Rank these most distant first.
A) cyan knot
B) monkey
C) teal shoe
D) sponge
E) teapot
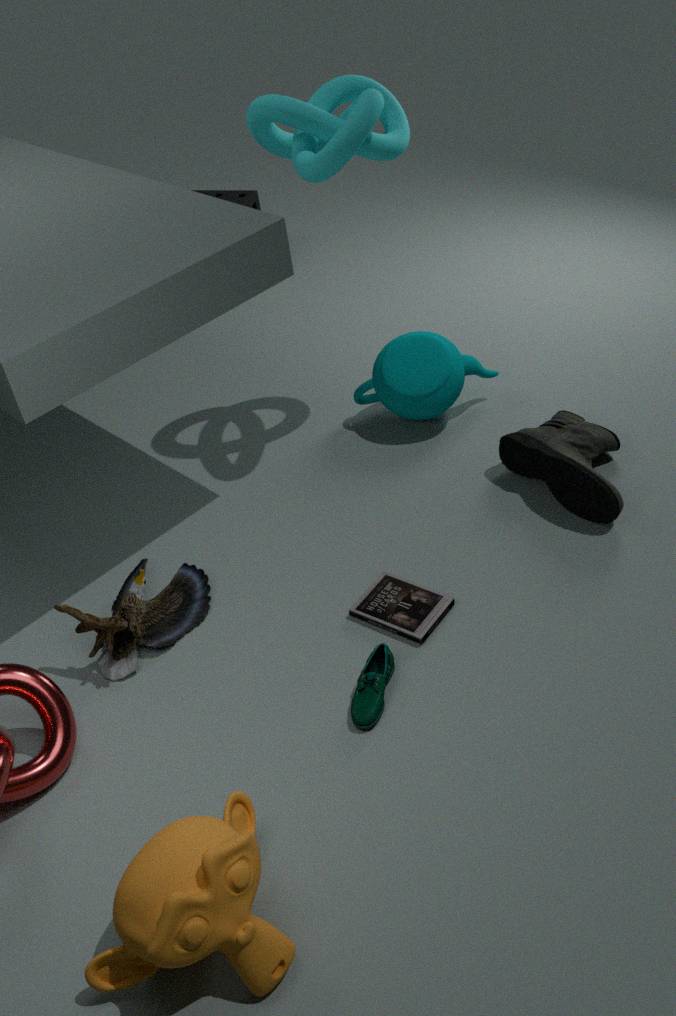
sponge → teapot → cyan knot → teal shoe → monkey
